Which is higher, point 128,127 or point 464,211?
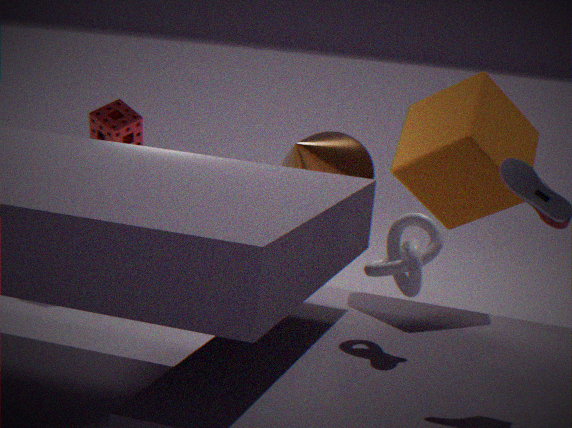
point 464,211
